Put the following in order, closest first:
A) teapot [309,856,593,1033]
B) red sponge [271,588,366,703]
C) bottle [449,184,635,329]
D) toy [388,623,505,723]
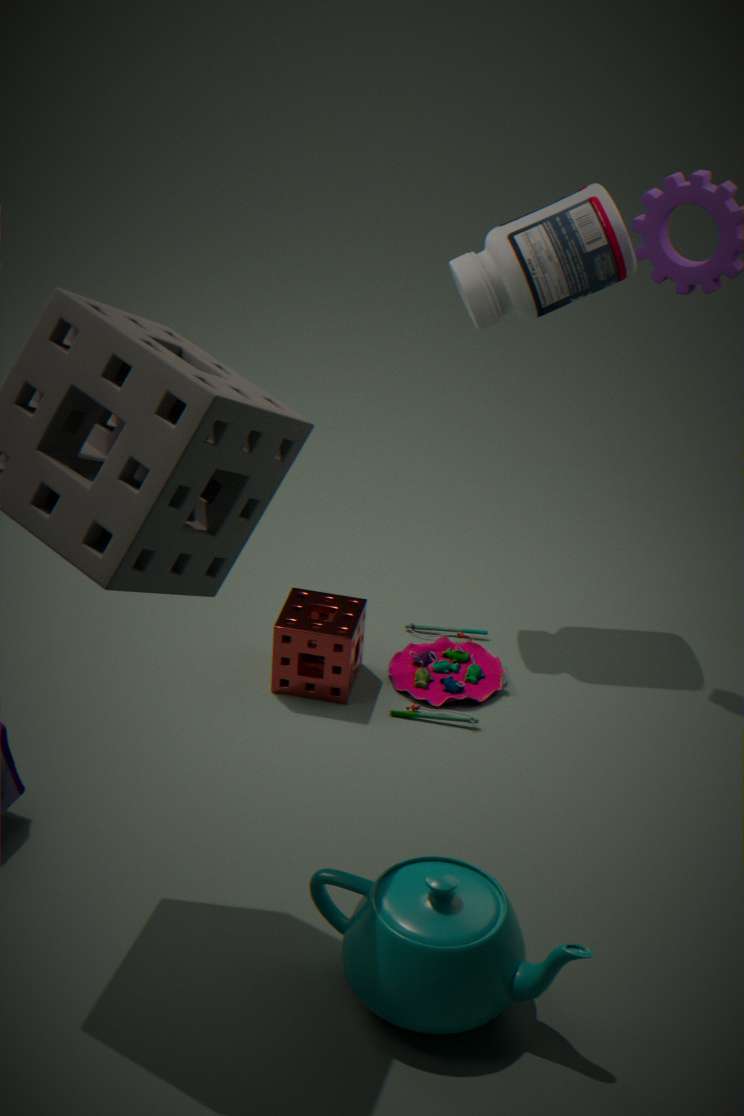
1. teapot [309,856,593,1033]
2. red sponge [271,588,366,703]
3. bottle [449,184,635,329]
4. toy [388,623,505,723]
